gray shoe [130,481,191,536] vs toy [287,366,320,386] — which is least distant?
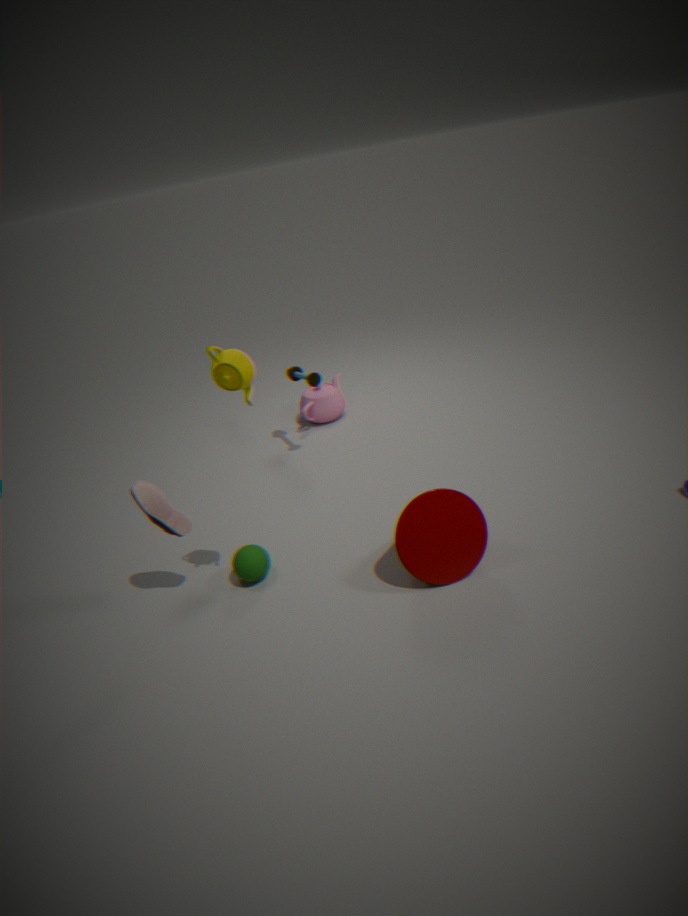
gray shoe [130,481,191,536]
